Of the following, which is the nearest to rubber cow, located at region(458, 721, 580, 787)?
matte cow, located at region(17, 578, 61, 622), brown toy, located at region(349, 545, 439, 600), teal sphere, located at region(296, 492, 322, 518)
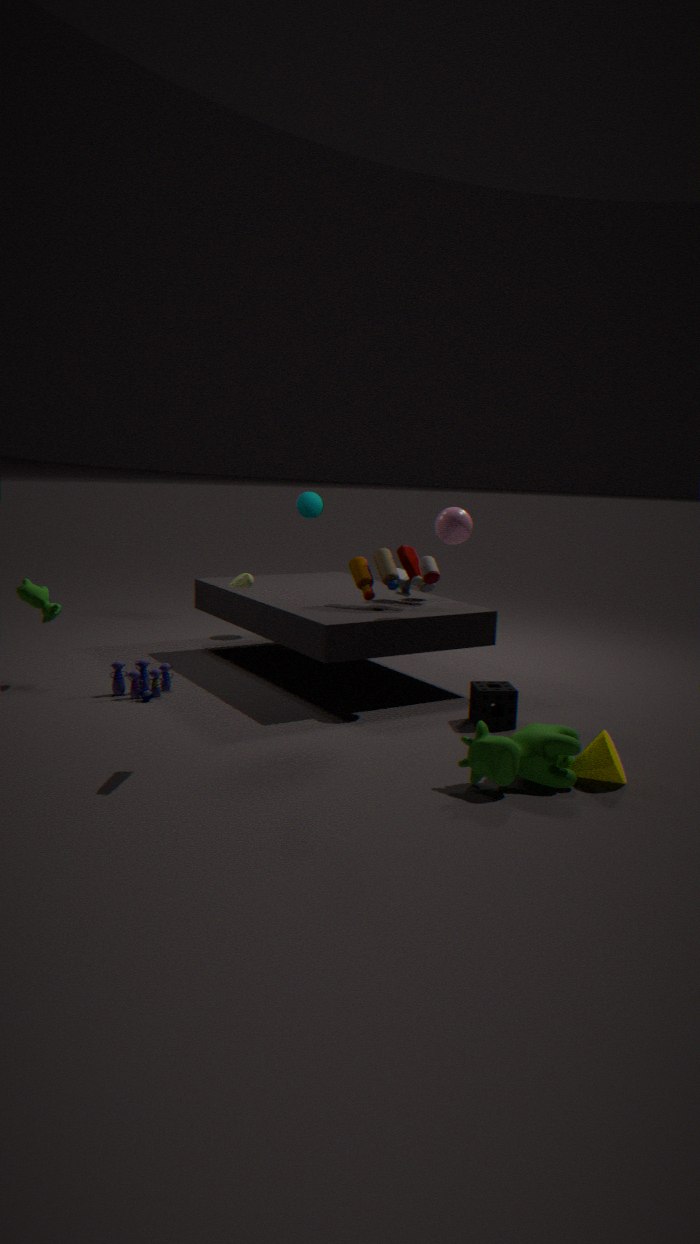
brown toy, located at region(349, 545, 439, 600)
